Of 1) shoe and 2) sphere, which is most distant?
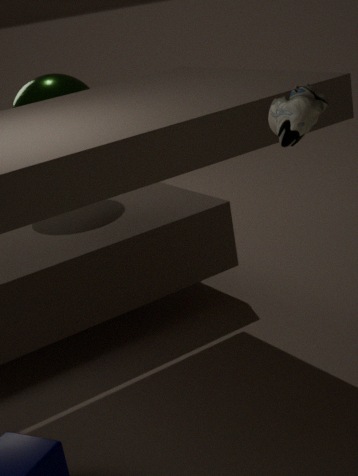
2. sphere
